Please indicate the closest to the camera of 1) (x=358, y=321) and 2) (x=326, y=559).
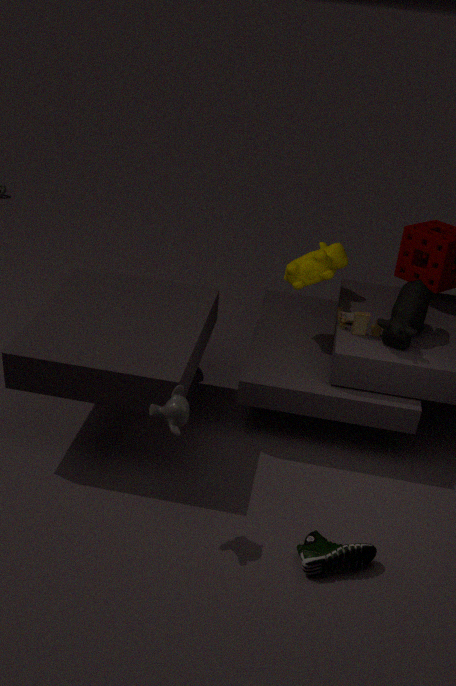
2. (x=326, y=559)
